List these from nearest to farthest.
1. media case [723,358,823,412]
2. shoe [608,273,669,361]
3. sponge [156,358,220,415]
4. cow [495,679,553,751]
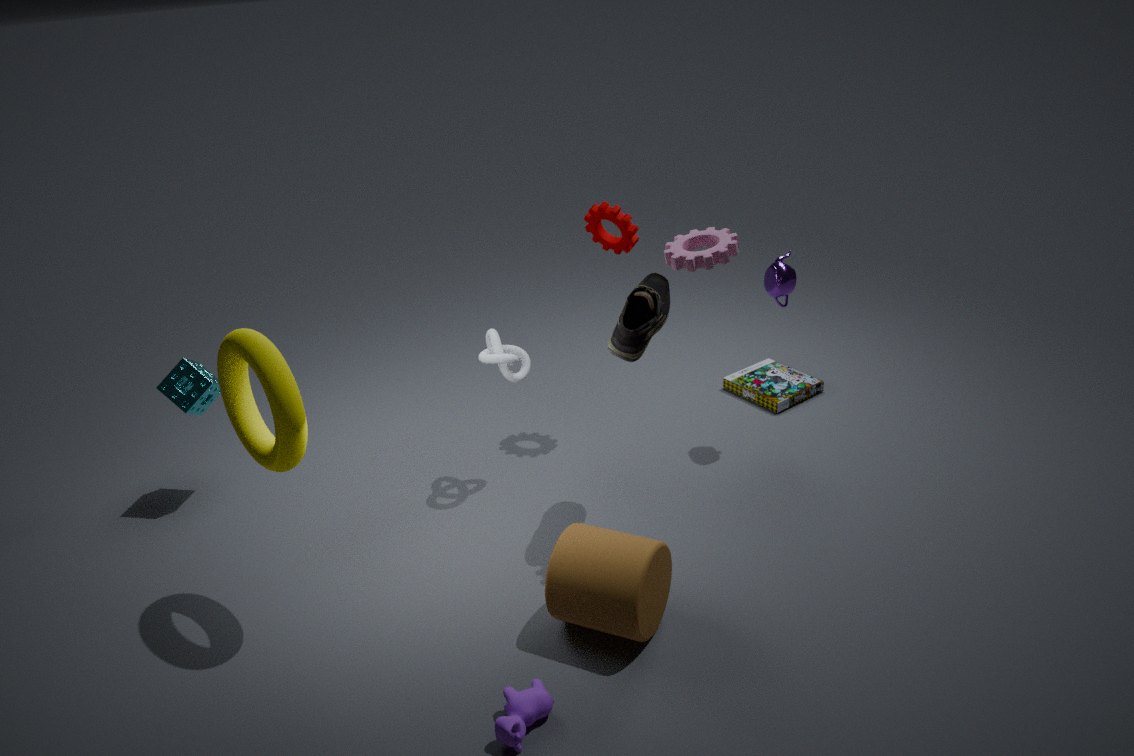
cow [495,679,553,751], shoe [608,273,669,361], sponge [156,358,220,415], media case [723,358,823,412]
